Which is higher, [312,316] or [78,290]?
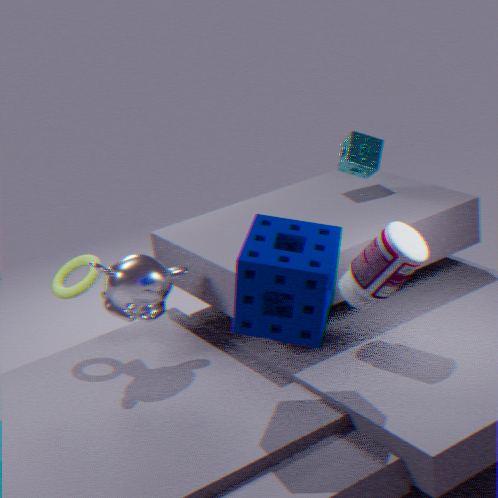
[312,316]
